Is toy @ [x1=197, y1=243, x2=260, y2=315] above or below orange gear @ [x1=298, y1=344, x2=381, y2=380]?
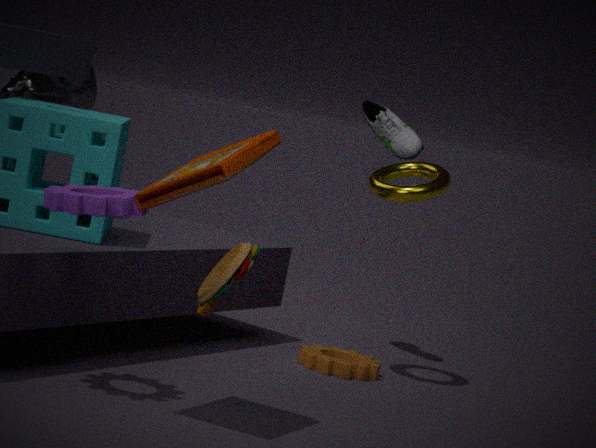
above
